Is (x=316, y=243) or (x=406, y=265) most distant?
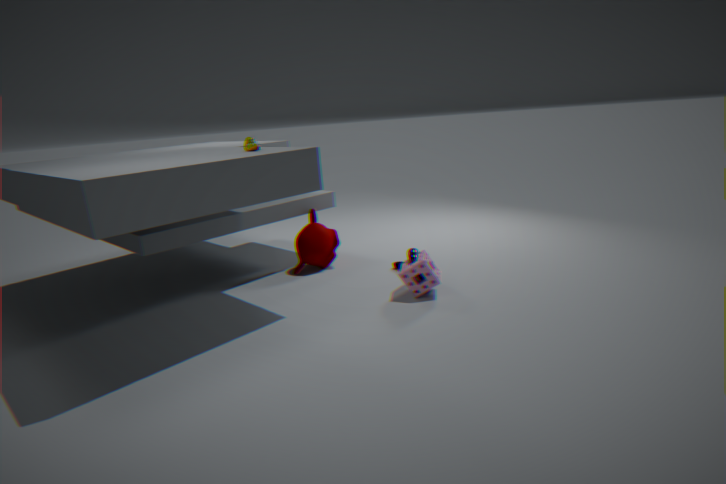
(x=316, y=243)
